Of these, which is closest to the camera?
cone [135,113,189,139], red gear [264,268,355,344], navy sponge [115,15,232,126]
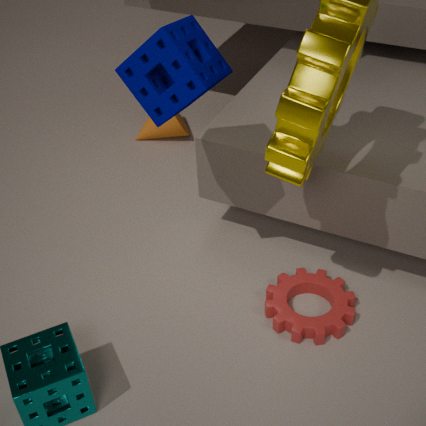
navy sponge [115,15,232,126]
